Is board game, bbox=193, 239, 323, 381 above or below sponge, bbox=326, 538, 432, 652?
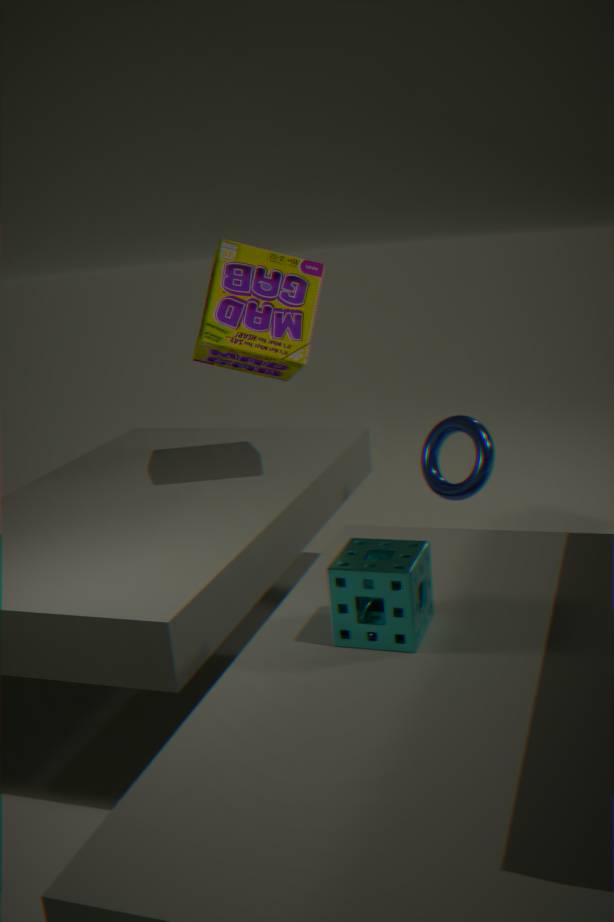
above
